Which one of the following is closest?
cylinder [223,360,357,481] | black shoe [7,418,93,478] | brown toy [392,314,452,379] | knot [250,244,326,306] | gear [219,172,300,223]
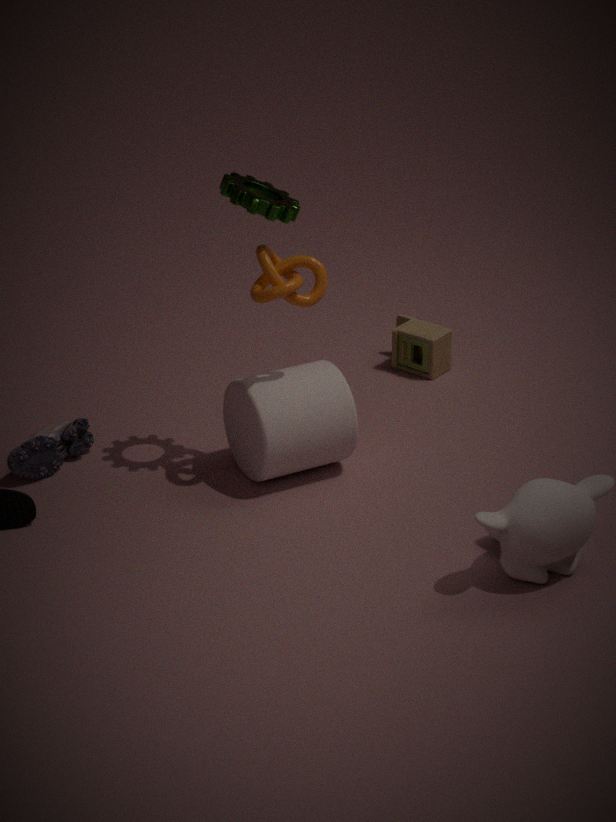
gear [219,172,300,223]
